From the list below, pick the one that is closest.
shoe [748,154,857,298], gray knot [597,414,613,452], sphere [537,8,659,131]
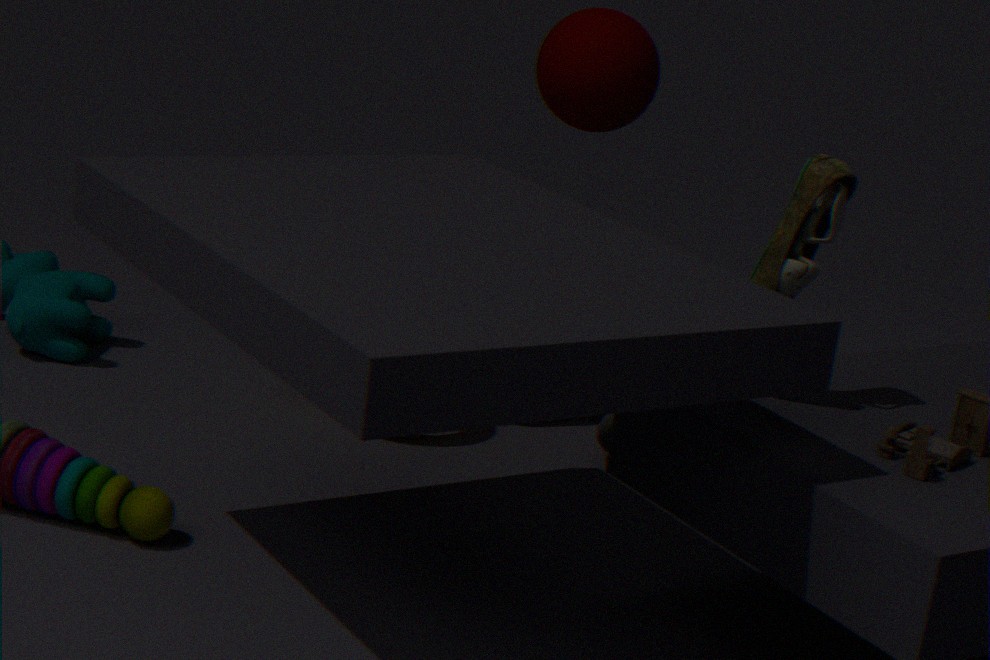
shoe [748,154,857,298]
